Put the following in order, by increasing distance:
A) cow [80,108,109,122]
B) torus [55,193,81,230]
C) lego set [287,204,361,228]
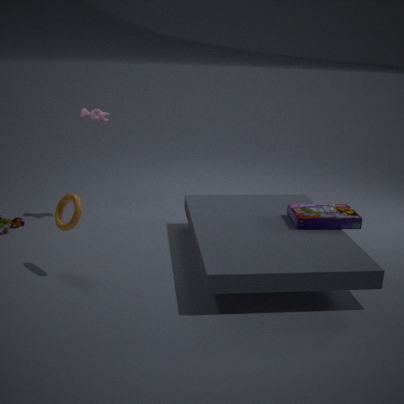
torus [55,193,81,230] → lego set [287,204,361,228] → cow [80,108,109,122]
